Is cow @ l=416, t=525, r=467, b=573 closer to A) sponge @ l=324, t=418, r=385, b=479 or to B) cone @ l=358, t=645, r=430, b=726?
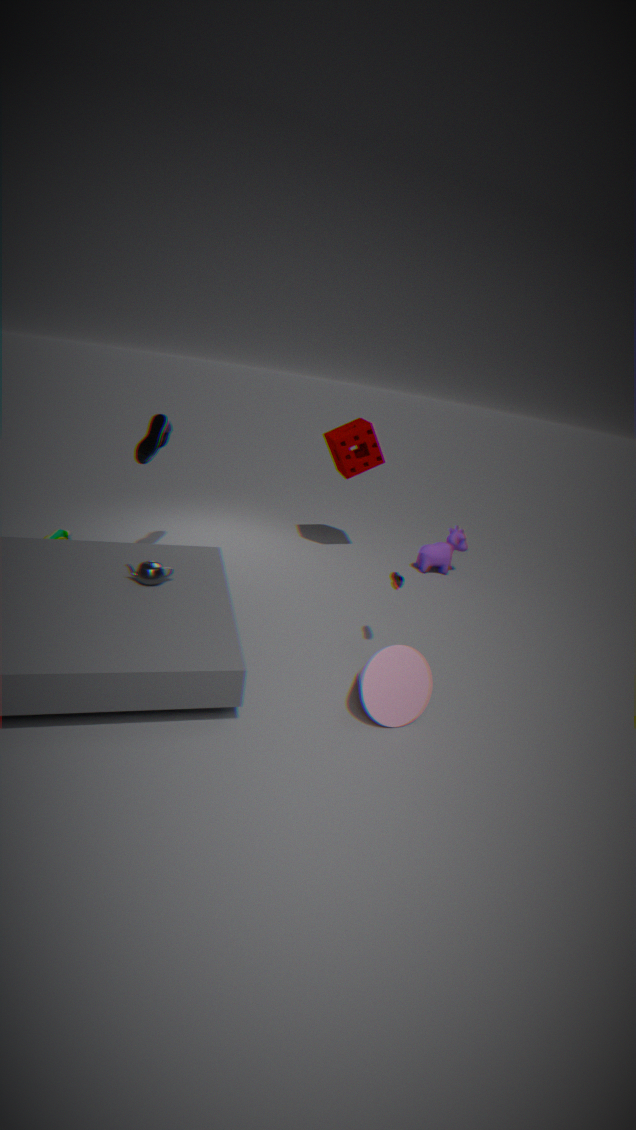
A) sponge @ l=324, t=418, r=385, b=479
